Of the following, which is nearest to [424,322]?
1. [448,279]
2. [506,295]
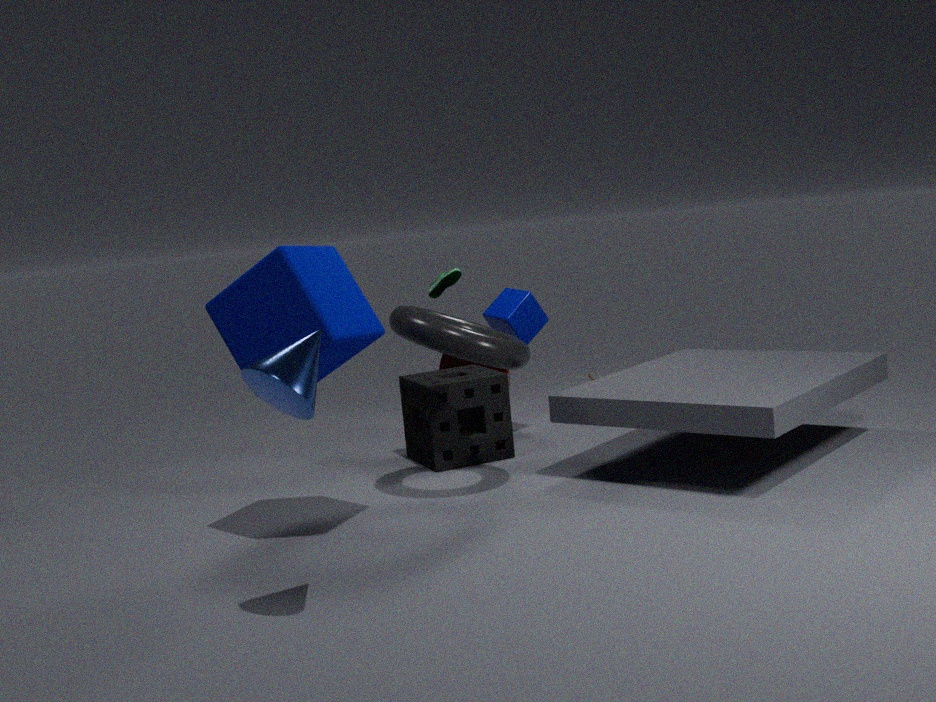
[448,279]
